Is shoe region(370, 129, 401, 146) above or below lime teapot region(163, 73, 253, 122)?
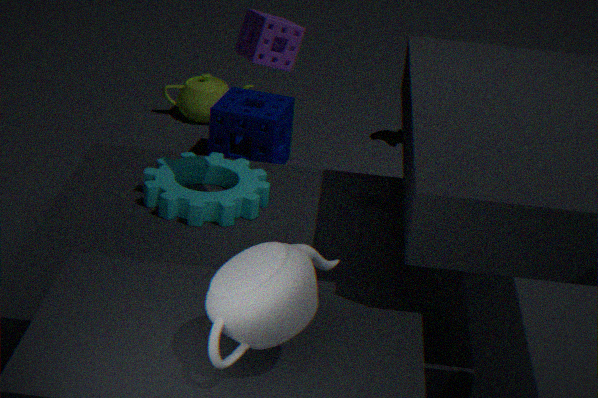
above
